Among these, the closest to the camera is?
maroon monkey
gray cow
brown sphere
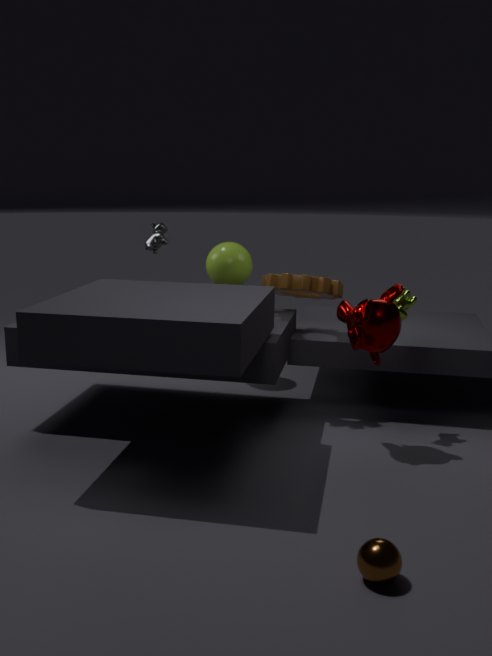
brown sphere
